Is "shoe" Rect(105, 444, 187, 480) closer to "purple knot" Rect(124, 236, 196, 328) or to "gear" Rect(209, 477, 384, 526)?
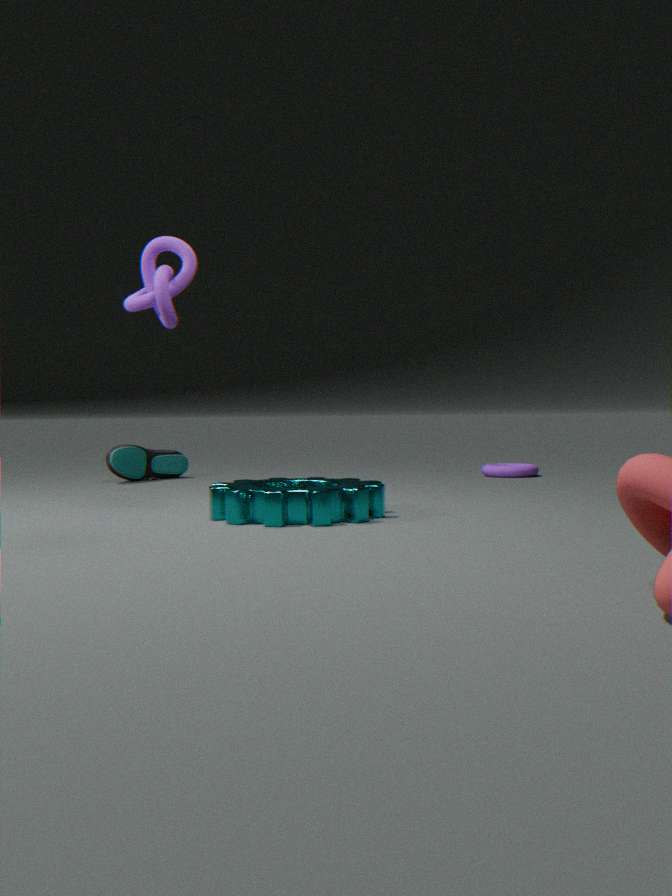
"gear" Rect(209, 477, 384, 526)
